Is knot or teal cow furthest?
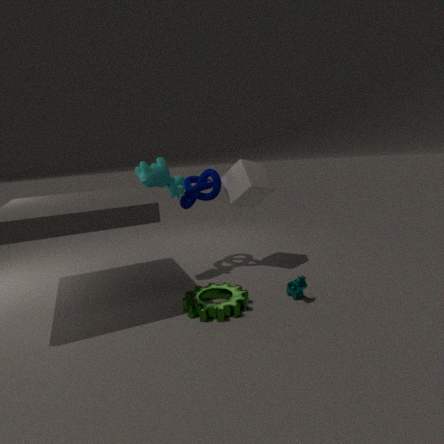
knot
